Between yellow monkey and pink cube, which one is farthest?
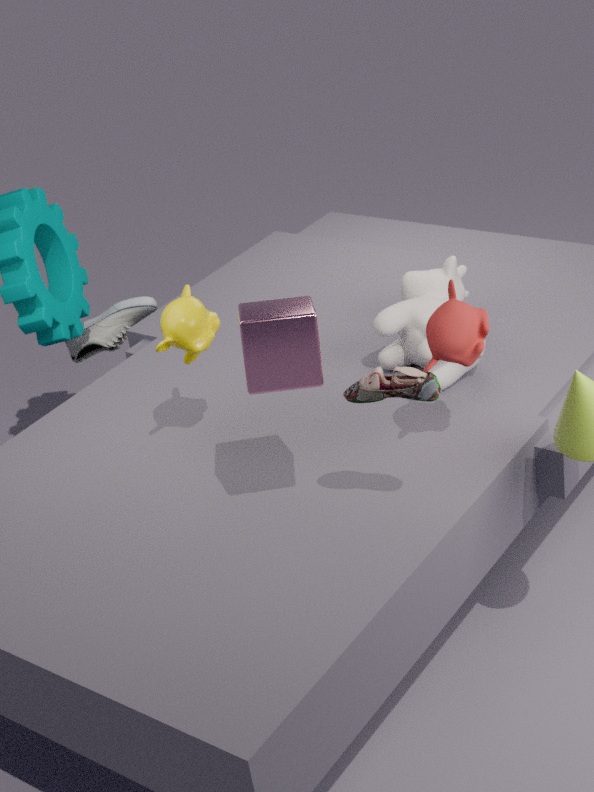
yellow monkey
